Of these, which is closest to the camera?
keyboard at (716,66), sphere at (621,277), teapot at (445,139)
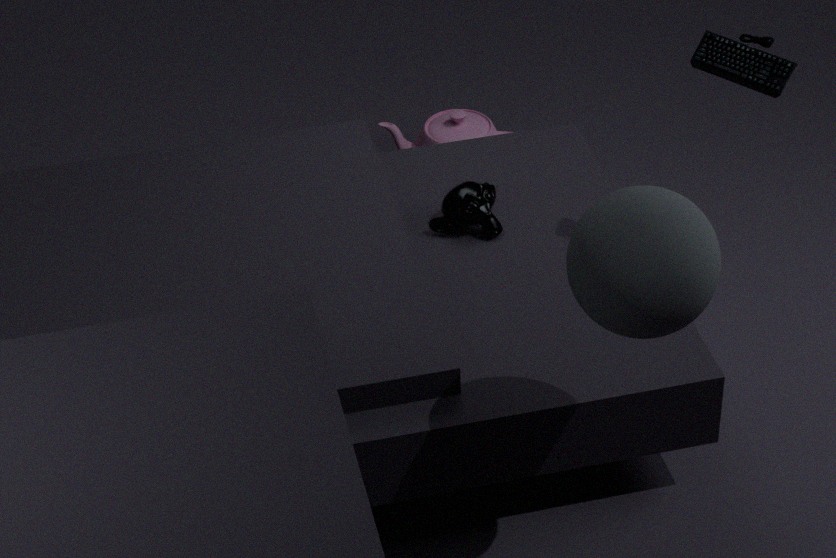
sphere at (621,277)
